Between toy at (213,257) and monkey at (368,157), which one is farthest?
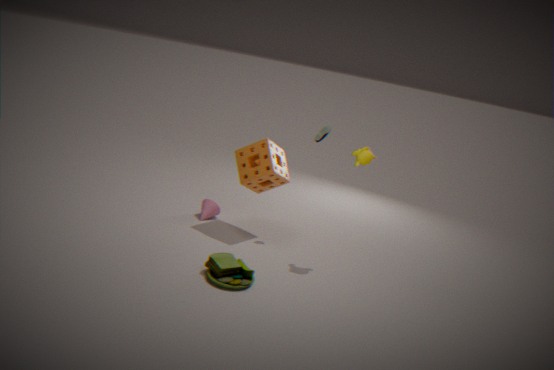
monkey at (368,157)
